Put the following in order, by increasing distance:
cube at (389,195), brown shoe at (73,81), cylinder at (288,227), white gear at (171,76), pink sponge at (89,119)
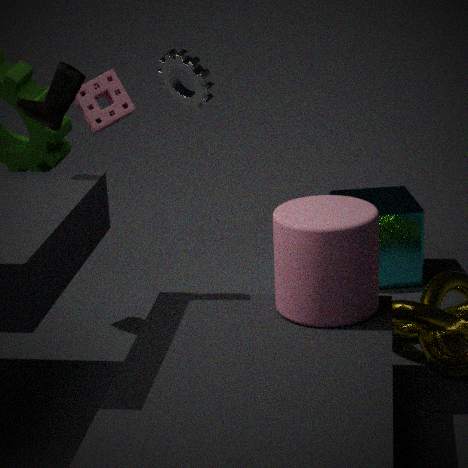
cylinder at (288,227)
brown shoe at (73,81)
pink sponge at (89,119)
white gear at (171,76)
cube at (389,195)
